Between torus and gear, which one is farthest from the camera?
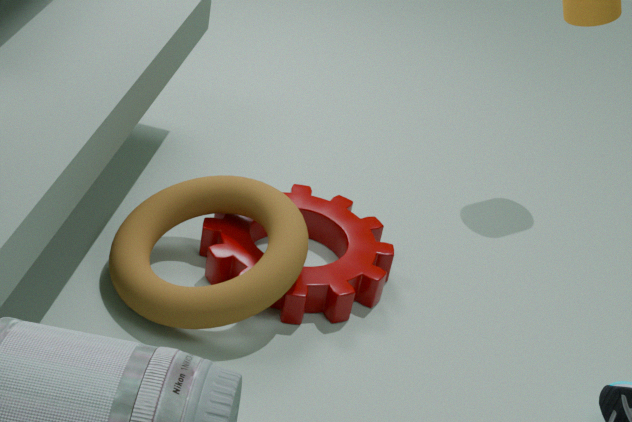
gear
